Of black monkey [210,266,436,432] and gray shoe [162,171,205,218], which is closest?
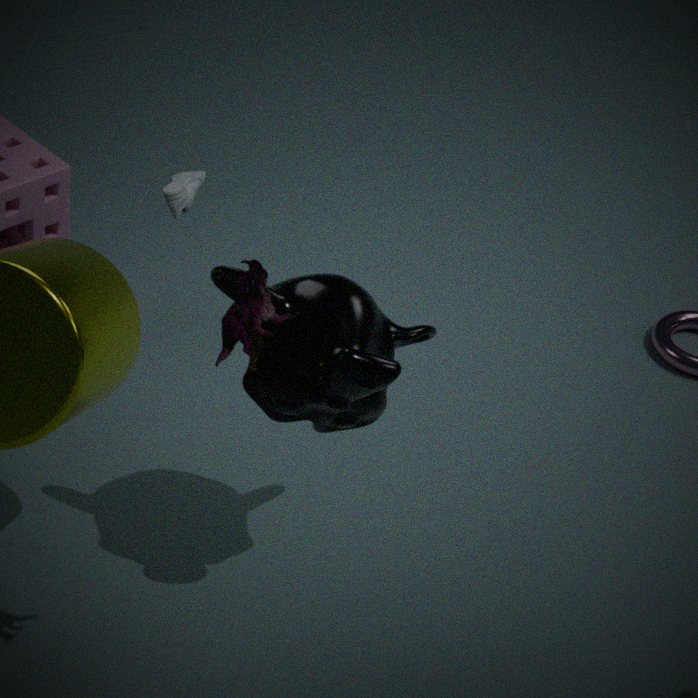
black monkey [210,266,436,432]
